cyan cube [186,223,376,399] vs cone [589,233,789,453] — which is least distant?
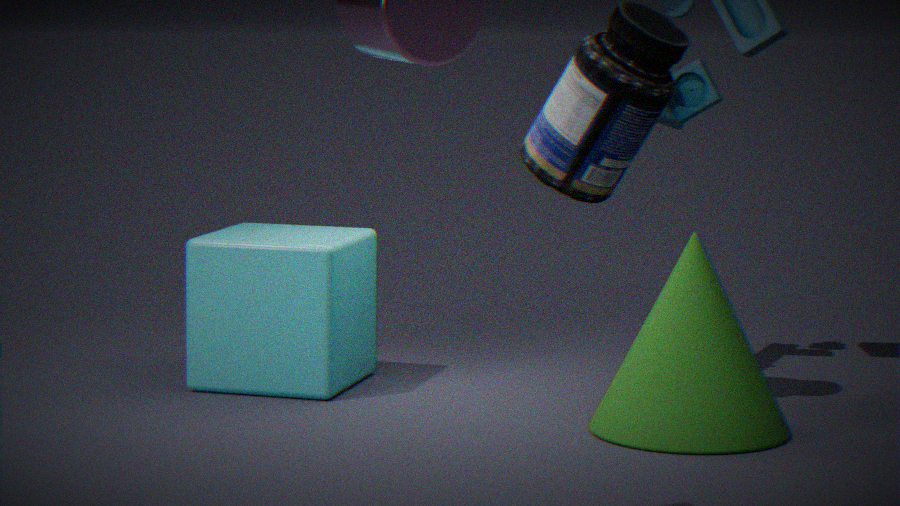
cone [589,233,789,453]
